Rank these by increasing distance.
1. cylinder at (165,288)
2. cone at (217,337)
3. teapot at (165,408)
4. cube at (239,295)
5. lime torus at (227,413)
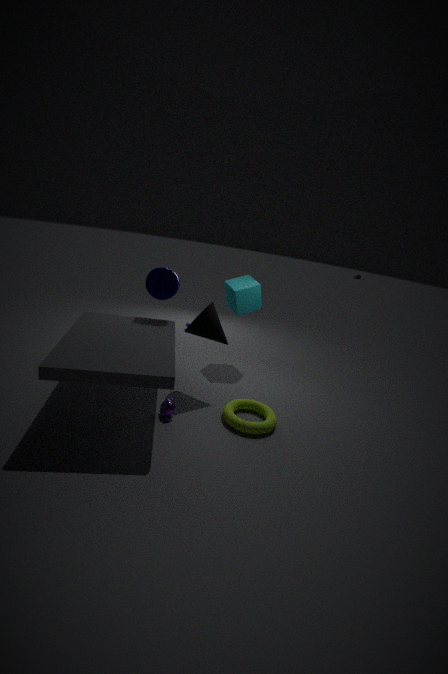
lime torus at (227,413), teapot at (165,408), cone at (217,337), cylinder at (165,288), cube at (239,295)
